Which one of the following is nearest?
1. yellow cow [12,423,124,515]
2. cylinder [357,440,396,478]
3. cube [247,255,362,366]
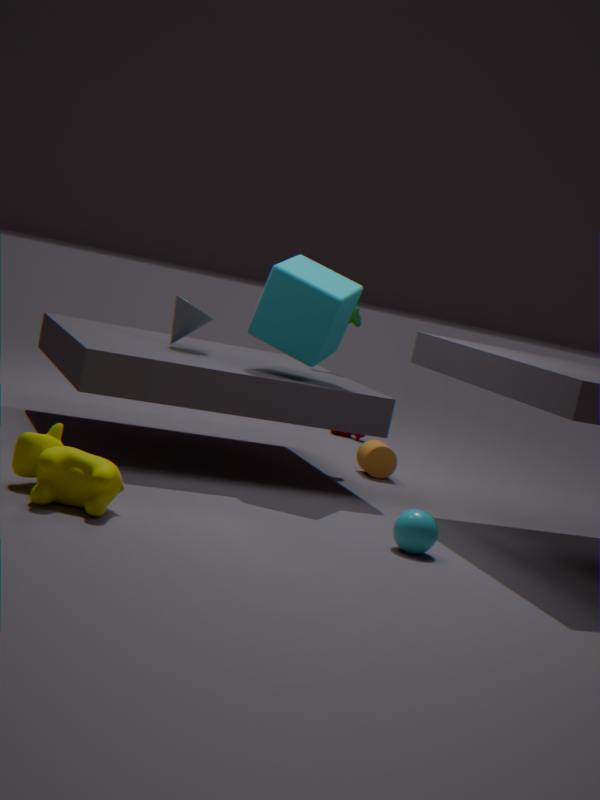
yellow cow [12,423,124,515]
